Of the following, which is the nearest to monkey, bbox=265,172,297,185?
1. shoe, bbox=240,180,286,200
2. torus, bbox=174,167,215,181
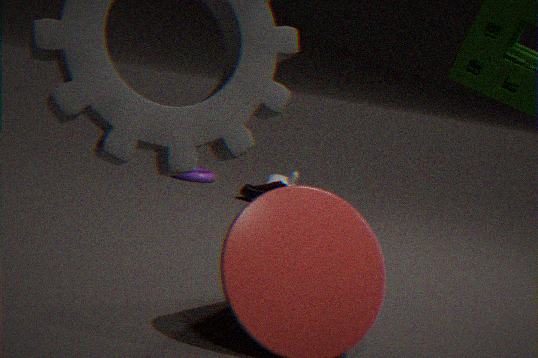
shoe, bbox=240,180,286,200
